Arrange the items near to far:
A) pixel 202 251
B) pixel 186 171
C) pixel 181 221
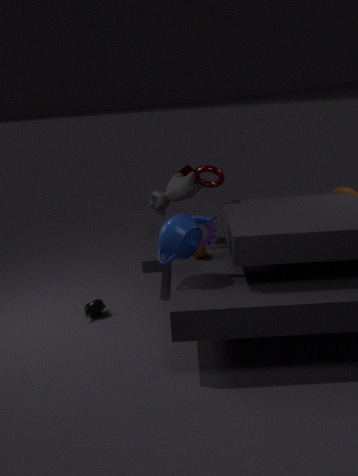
pixel 181 221 < pixel 202 251 < pixel 186 171
